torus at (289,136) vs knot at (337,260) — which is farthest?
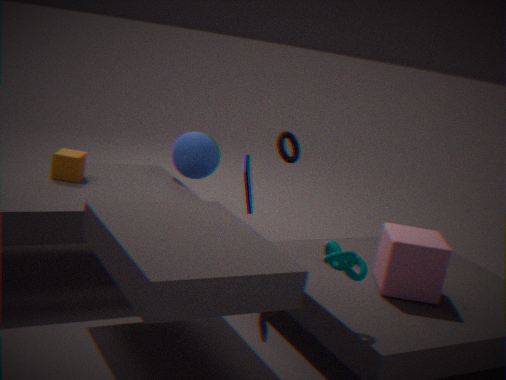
torus at (289,136)
